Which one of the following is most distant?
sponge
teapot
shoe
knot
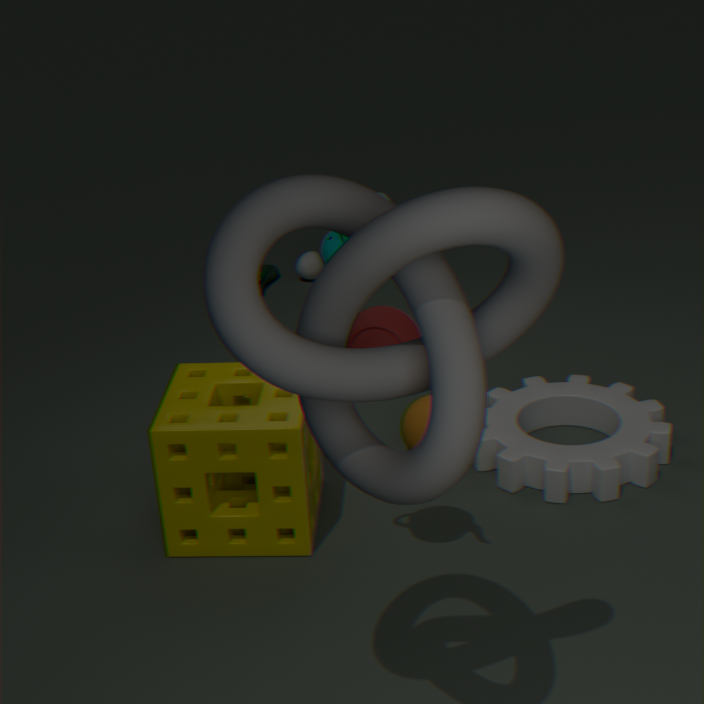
shoe
